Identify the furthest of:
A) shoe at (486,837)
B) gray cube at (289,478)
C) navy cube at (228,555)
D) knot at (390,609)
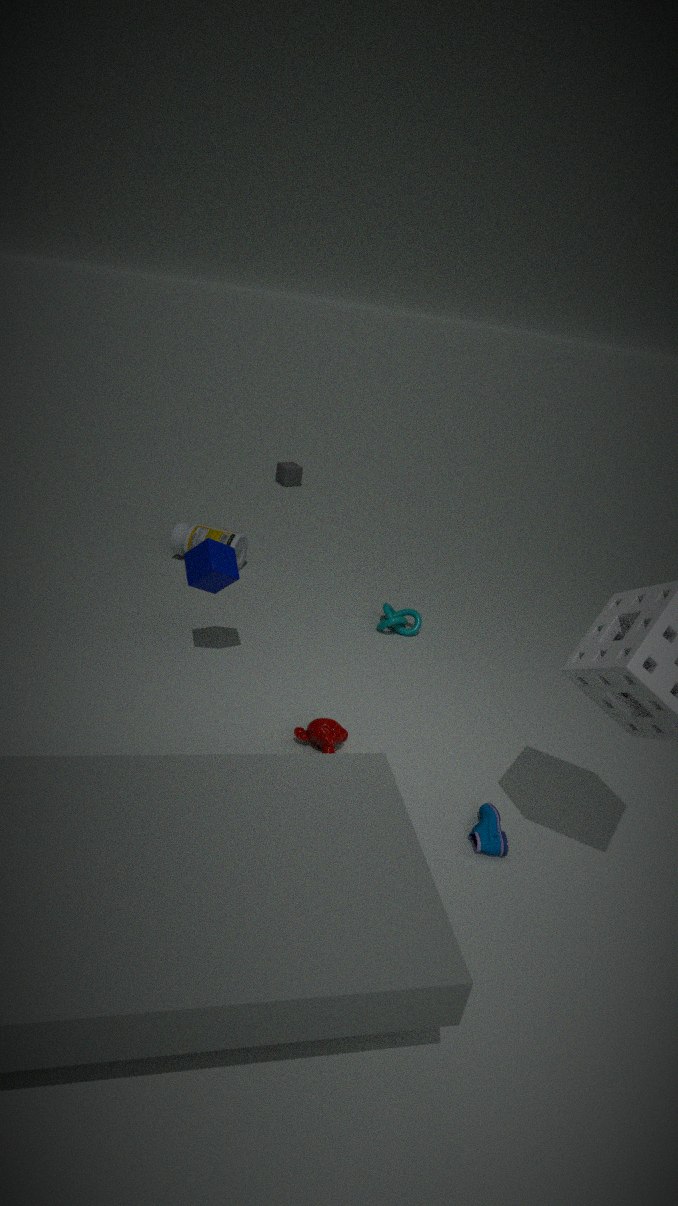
gray cube at (289,478)
